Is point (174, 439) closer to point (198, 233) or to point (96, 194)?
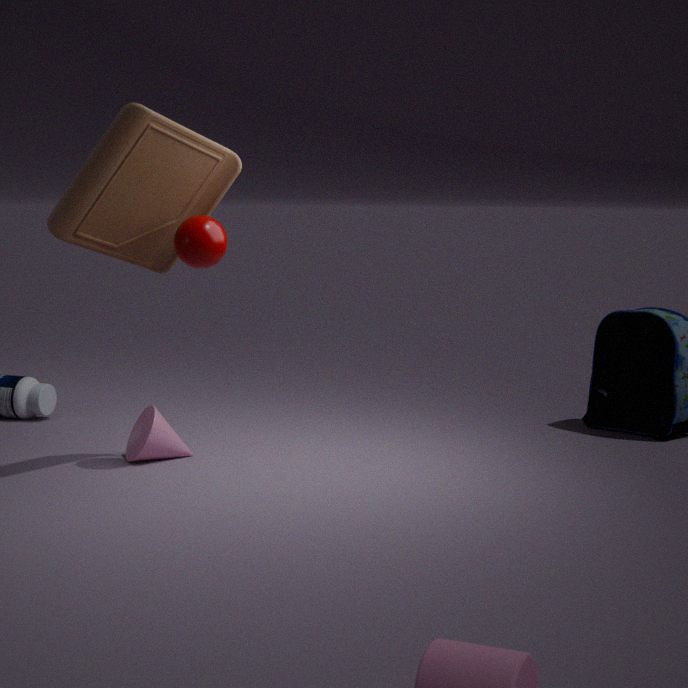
point (198, 233)
